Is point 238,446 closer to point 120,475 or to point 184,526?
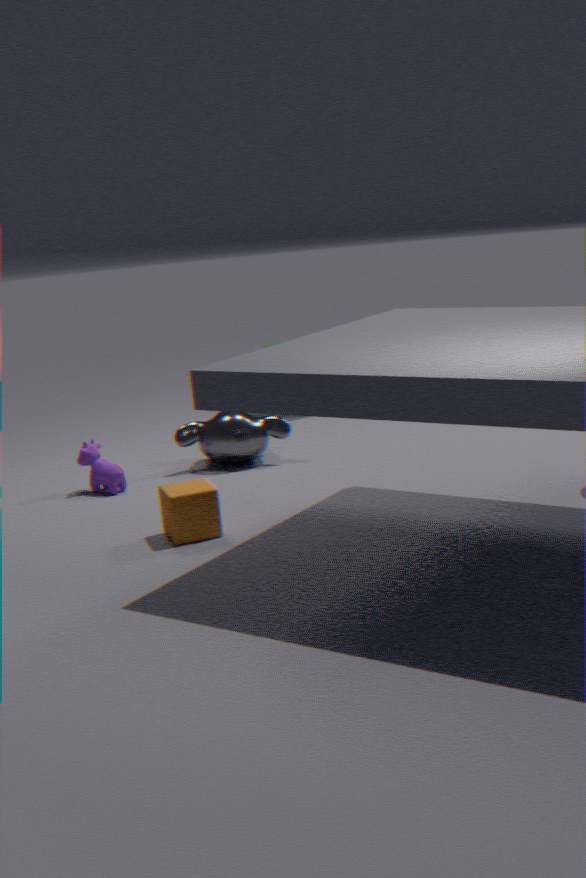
point 120,475
